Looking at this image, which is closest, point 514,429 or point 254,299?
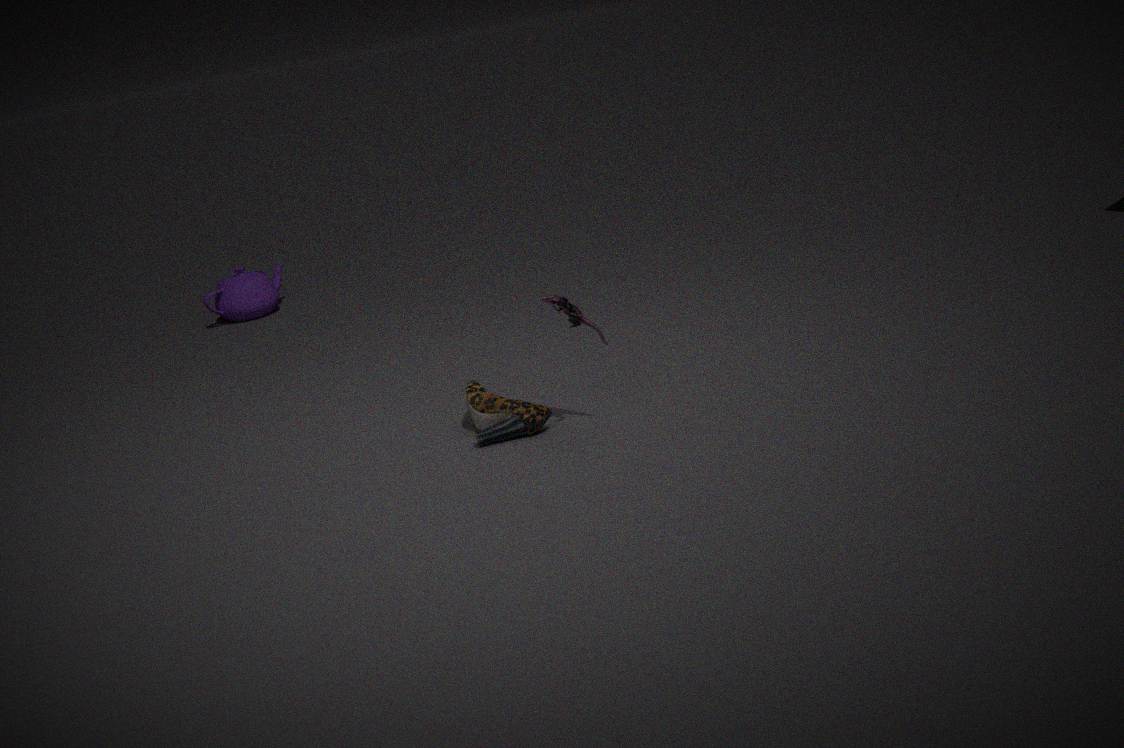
point 514,429
